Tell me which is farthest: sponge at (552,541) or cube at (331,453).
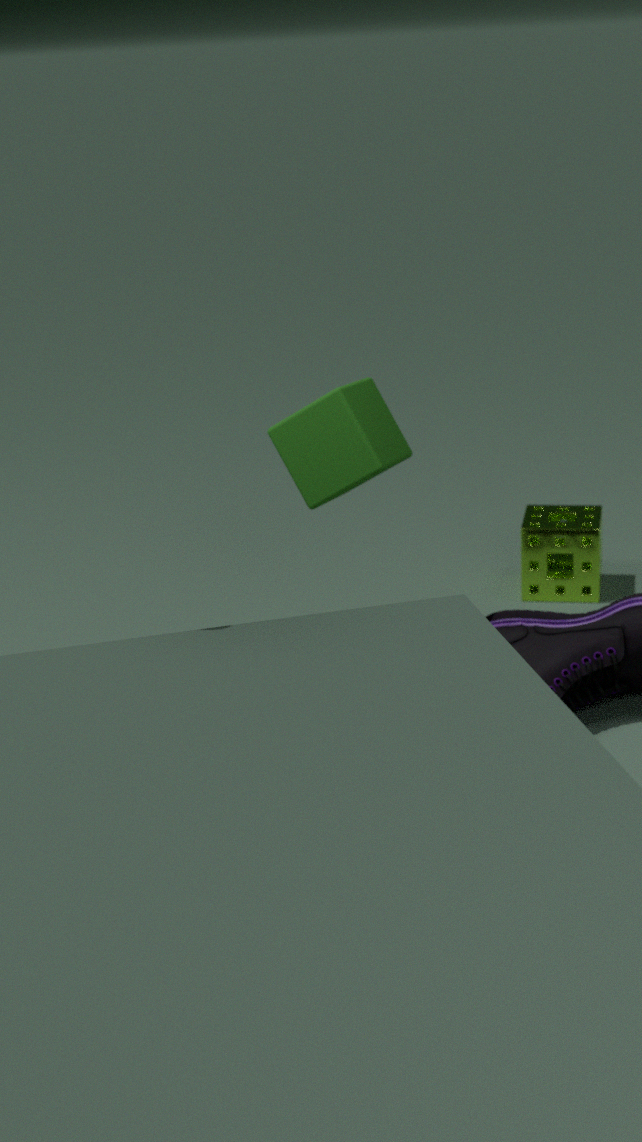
sponge at (552,541)
